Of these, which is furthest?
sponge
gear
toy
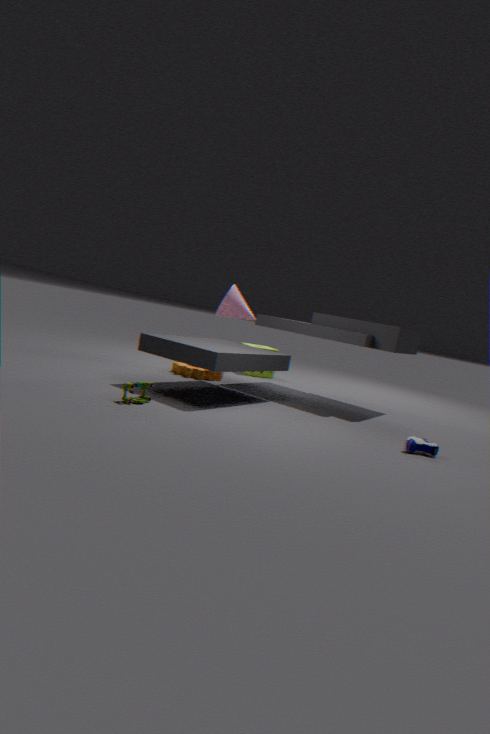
sponge
